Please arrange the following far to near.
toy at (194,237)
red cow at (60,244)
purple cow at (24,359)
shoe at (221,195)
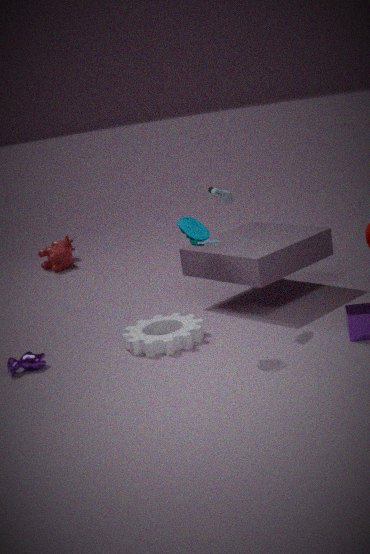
red cow at (60,244), shoe at (221,195), purple cow at (24,359), toy at (194,237)
